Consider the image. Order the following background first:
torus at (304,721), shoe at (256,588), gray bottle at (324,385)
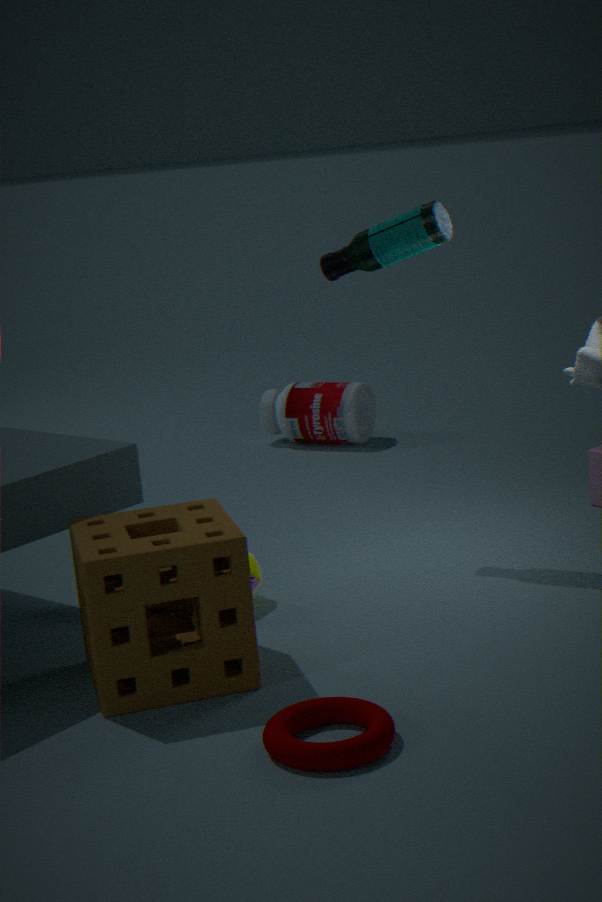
gray bottle at (324,385), shoe at (256,588), torus at (304,721)
